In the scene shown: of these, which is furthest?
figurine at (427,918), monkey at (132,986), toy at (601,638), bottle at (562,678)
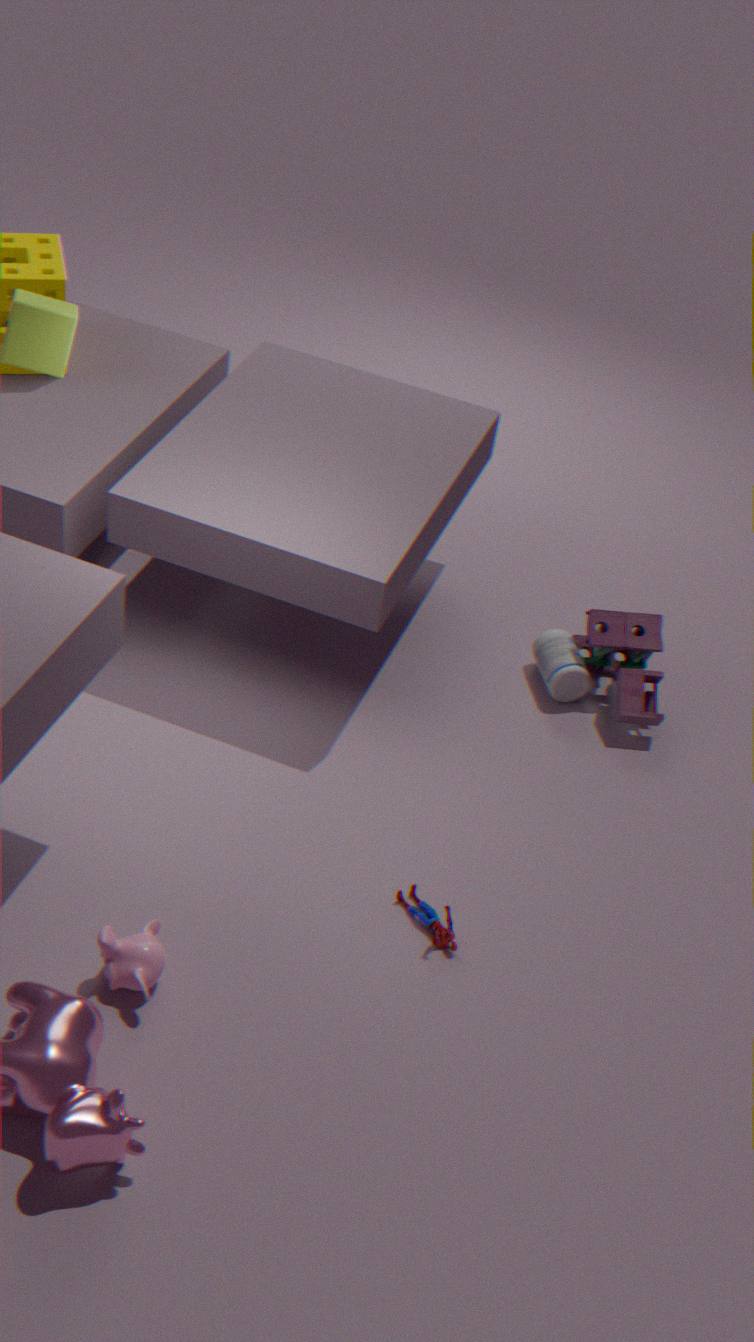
bottle at (562,678)
